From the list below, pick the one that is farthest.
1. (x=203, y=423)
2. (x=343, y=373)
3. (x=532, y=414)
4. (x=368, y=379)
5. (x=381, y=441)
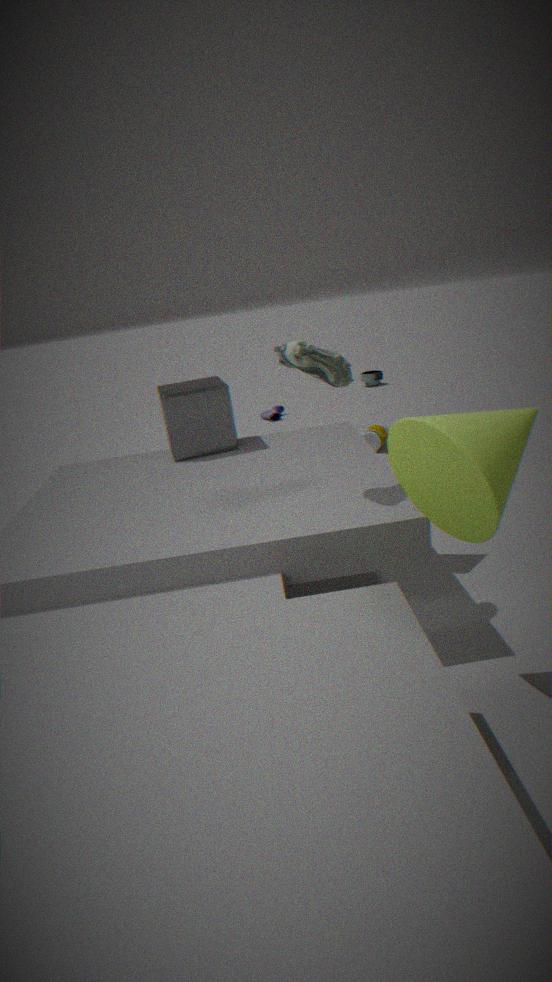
(x=368, y=379)
